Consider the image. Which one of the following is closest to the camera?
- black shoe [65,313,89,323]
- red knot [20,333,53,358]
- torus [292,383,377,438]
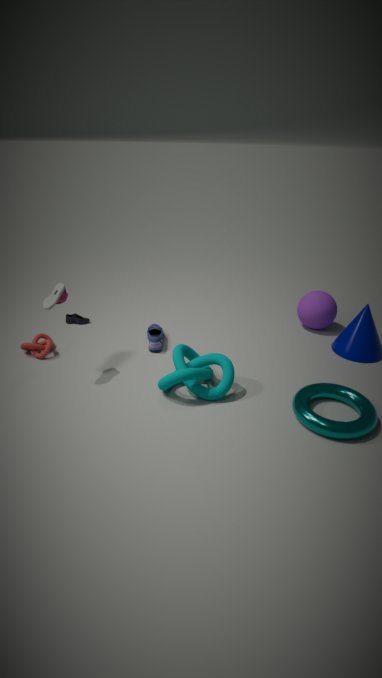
torus [292,383,377,438]
